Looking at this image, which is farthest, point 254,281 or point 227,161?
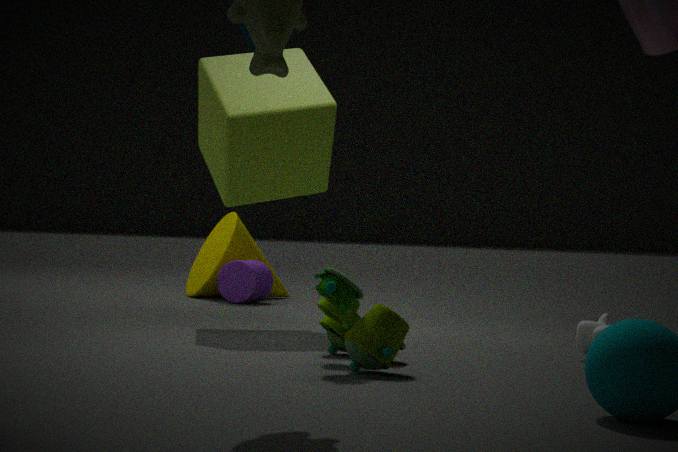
point 254,281
